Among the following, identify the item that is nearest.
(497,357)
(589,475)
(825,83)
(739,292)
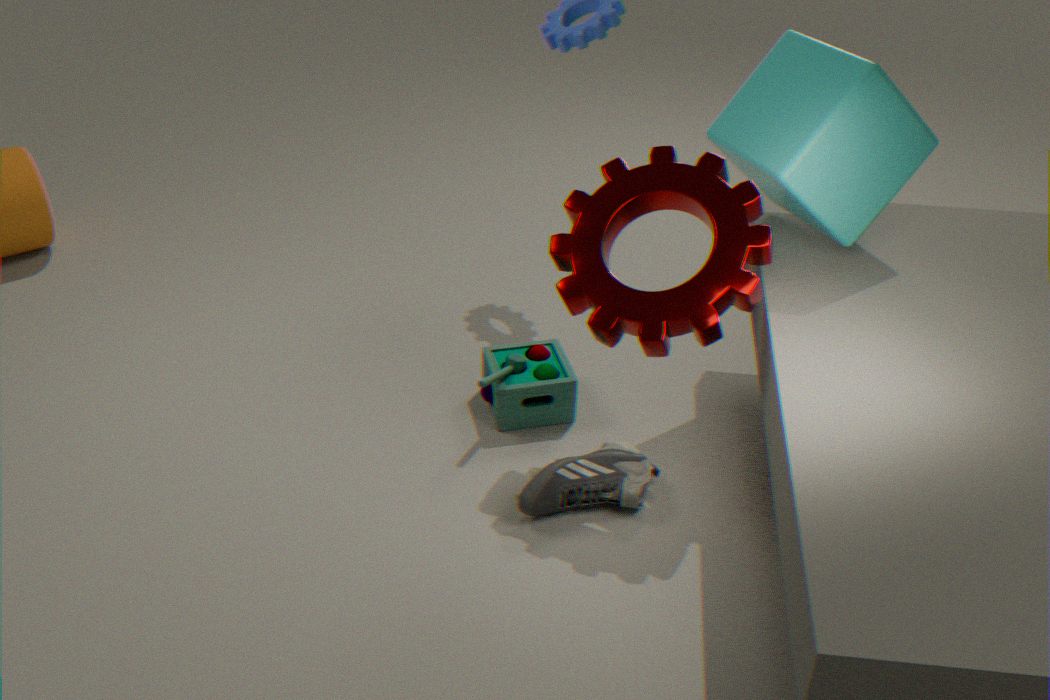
(739,292)
